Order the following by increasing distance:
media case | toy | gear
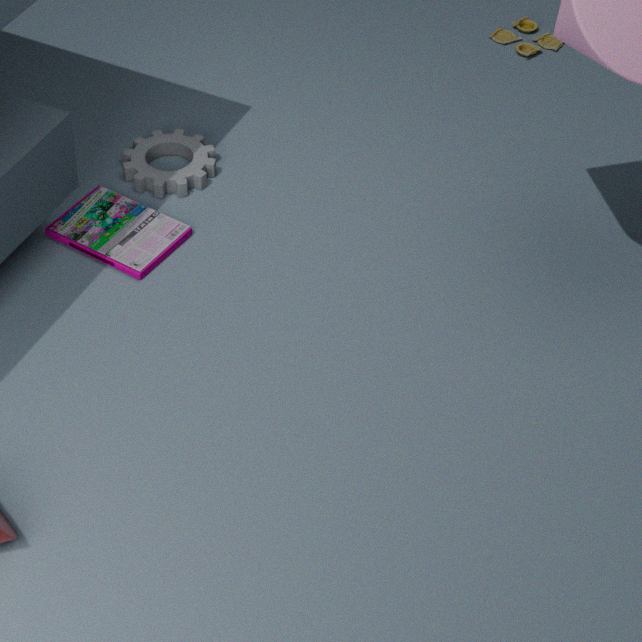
1. media case
2. gear
3. toy
